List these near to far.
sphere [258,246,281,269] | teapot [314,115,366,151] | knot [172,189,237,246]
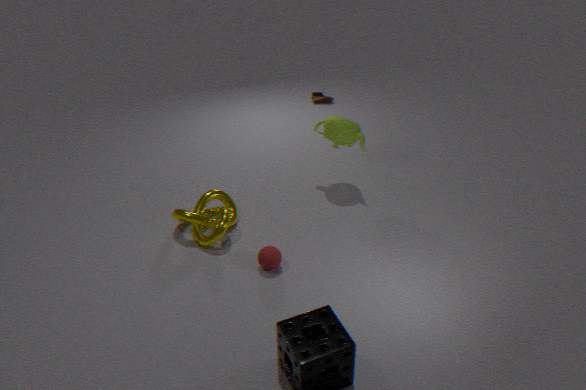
sphere [258,246,281,269]
knot [172,189,237,246]
teapot [314,115,366,151]
